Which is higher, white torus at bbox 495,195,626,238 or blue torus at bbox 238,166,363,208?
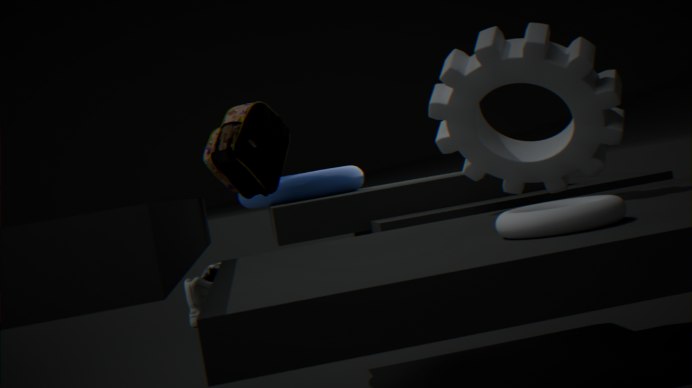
blue torus at bbox 238,166,363,208
